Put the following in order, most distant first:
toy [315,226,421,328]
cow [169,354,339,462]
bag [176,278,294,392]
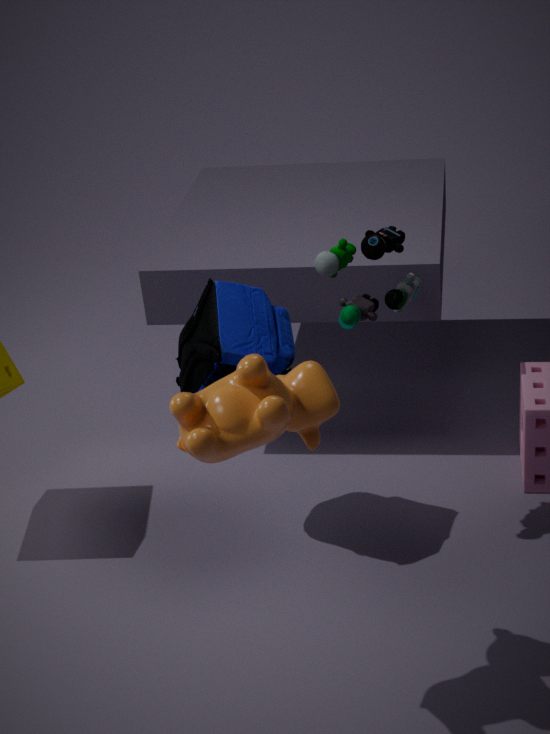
bag [176,278,294,392] → toy [315,226,421,328] → cow [169,354,339,462]
